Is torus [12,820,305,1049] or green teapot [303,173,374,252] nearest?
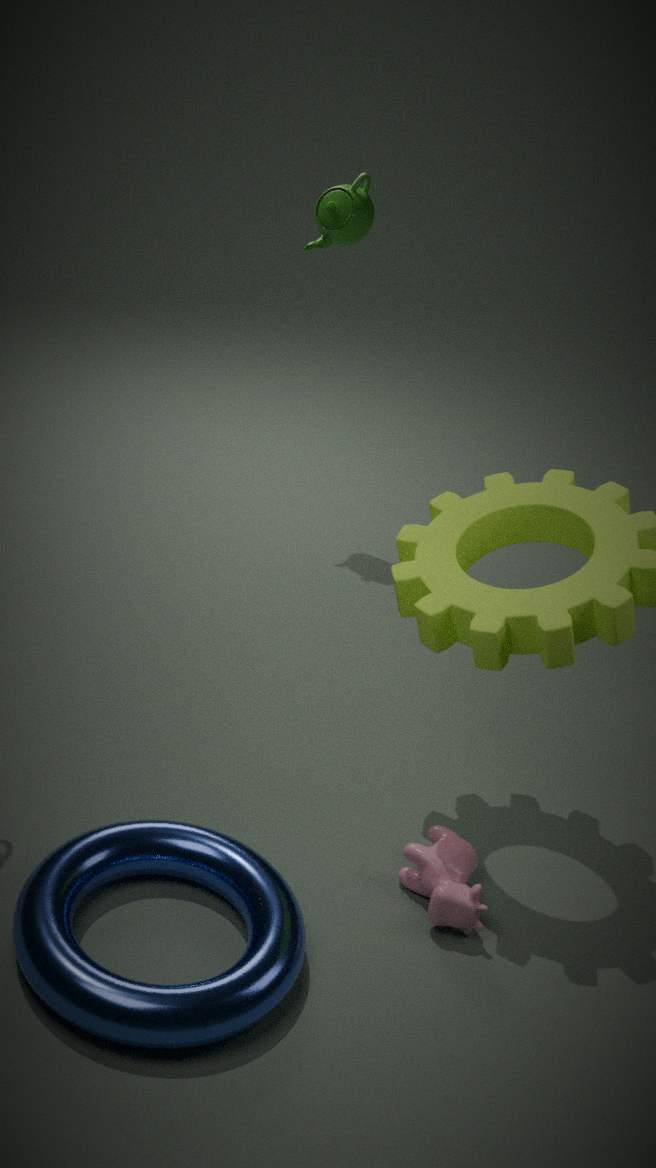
torus [12,820,305,1049]
